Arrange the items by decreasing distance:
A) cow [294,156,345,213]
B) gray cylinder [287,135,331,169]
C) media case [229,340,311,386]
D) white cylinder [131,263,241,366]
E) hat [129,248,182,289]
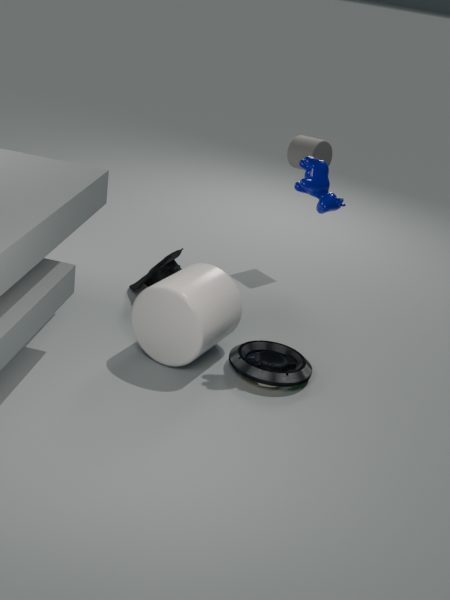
1. gray cylinder [287,135,331,169]
2. hat [129,248,182,289]
3. media case [229,340,311,386]
4. cow [294,156,345,213]
5. white cylinder [131,263,241,366]
